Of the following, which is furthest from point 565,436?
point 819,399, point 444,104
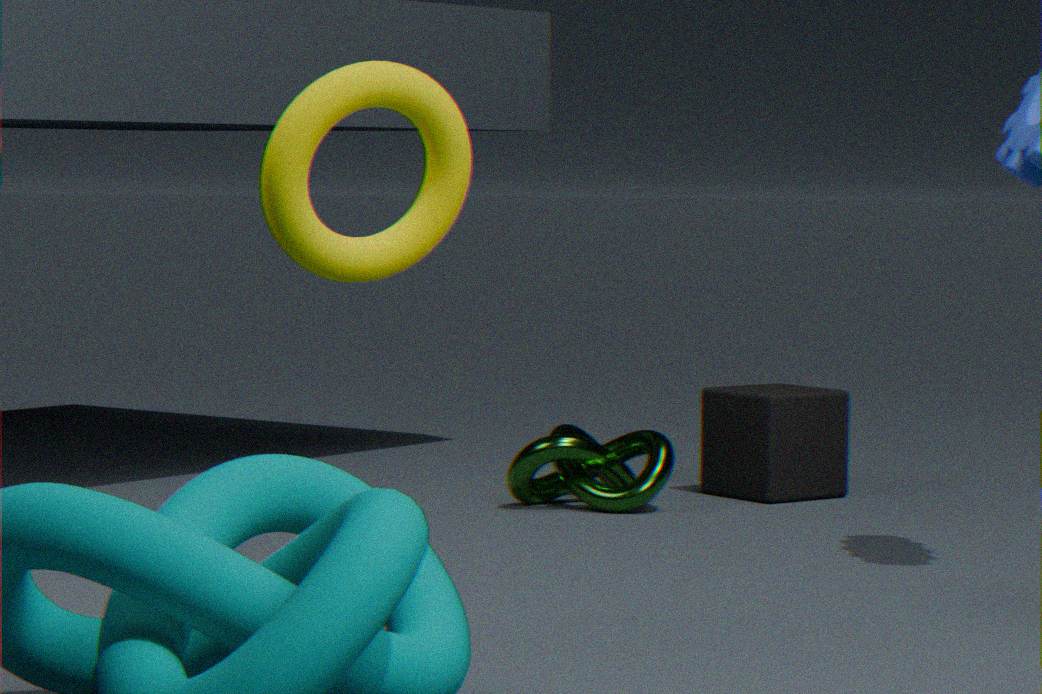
point 444,104
